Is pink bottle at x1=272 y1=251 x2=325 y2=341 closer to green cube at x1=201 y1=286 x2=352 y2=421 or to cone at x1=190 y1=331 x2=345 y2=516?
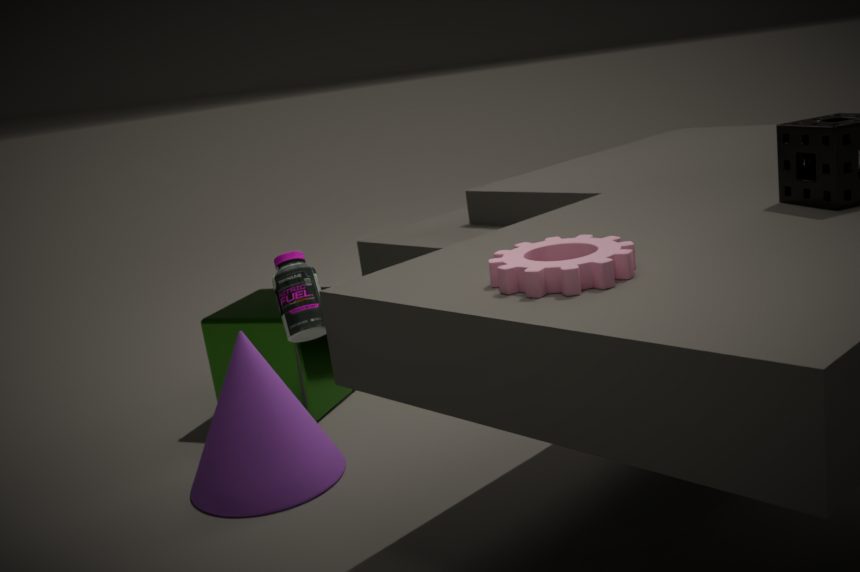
cone at x1=190 y1=331 x2=345 y2=516
